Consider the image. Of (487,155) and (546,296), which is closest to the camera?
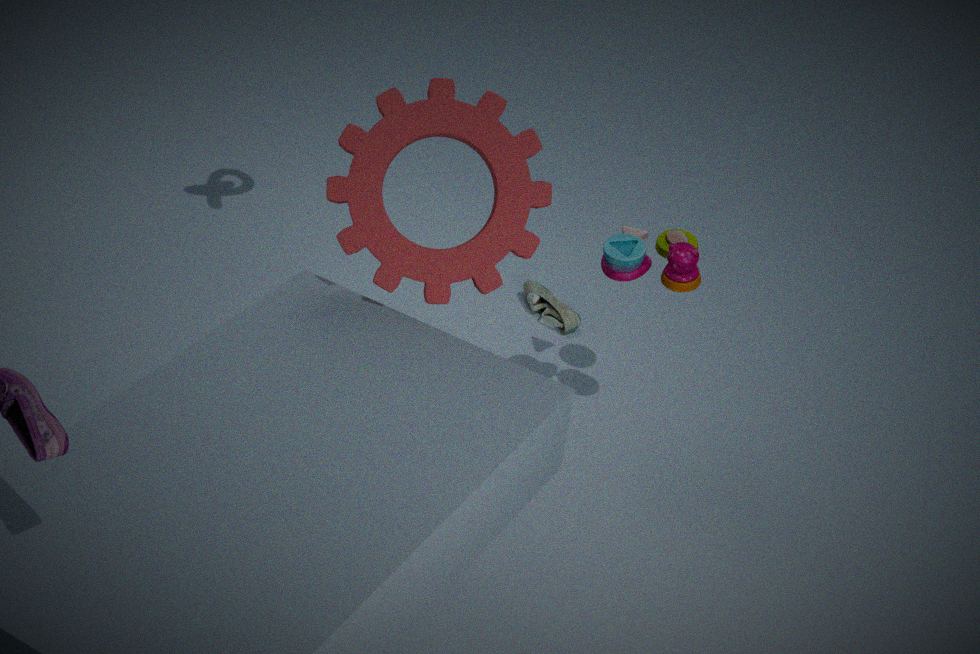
(487,155)
